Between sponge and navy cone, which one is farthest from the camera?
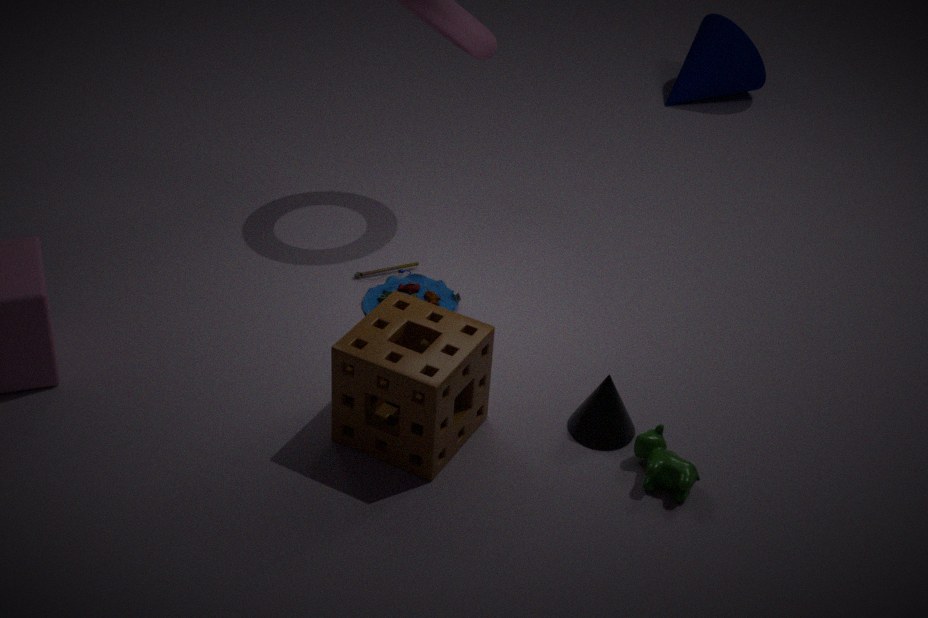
navy cone
